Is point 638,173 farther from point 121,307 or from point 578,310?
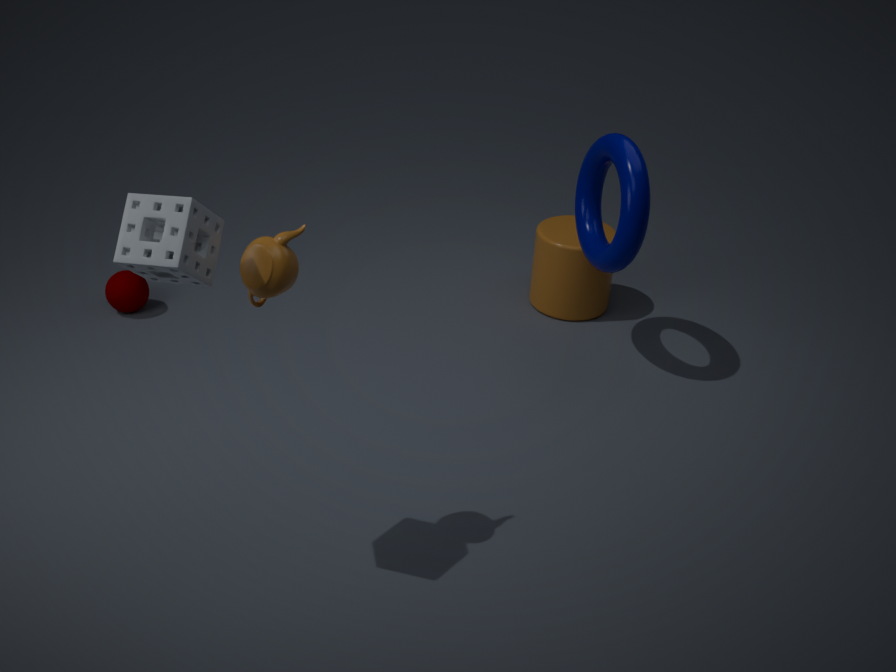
point 121,307
